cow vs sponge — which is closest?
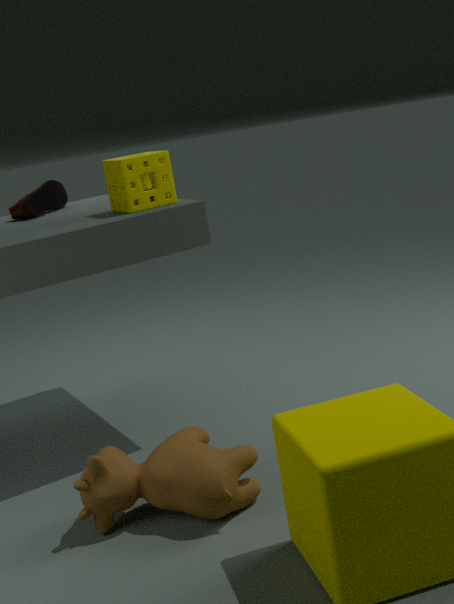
cow
